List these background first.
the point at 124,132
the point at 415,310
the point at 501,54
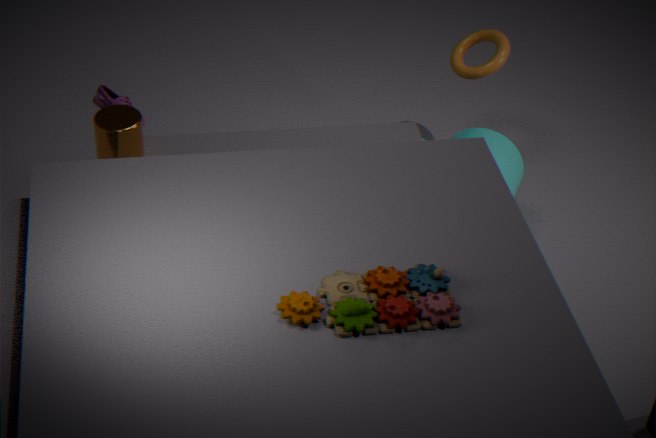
the point at 501,54
the point at 124,132
the point at 415,310
